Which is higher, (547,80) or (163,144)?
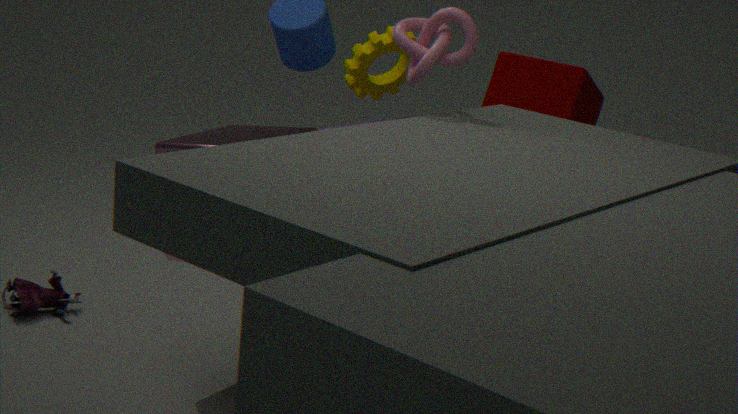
(547,80)
